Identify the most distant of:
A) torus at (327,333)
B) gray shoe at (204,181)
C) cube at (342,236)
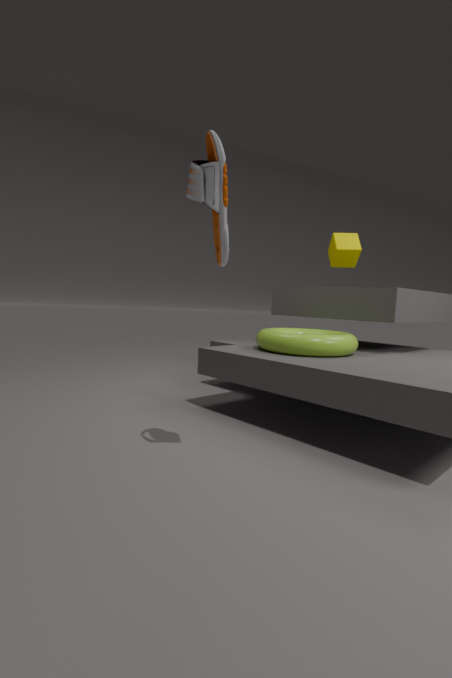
cube at (342,236)
